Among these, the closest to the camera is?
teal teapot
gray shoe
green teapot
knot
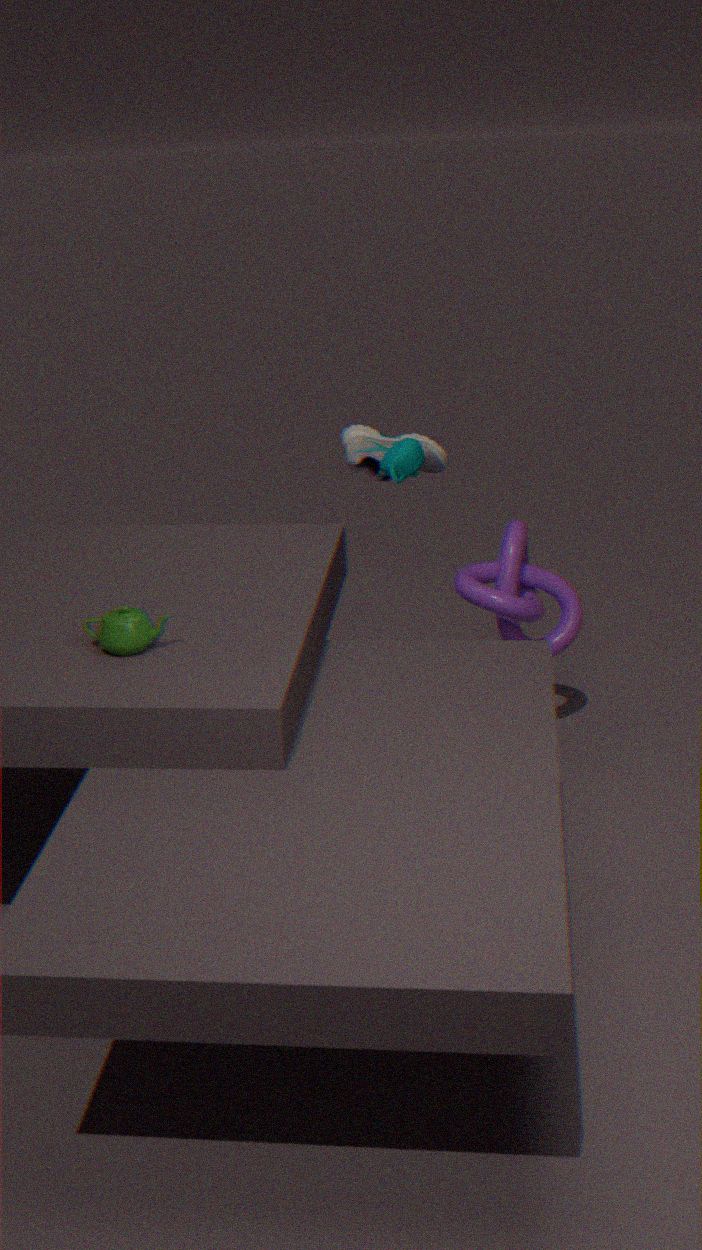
green teapot
